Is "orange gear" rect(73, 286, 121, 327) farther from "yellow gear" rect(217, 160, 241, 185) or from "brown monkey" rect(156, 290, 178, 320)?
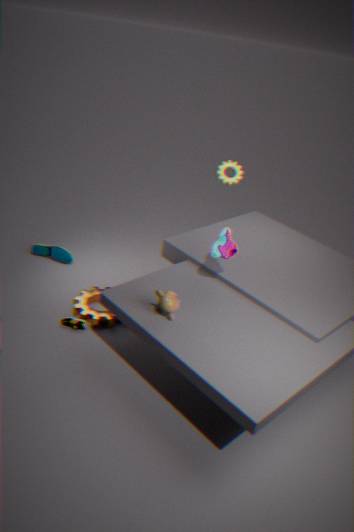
"yellow gear" rect(217, 160, 241, 185)
